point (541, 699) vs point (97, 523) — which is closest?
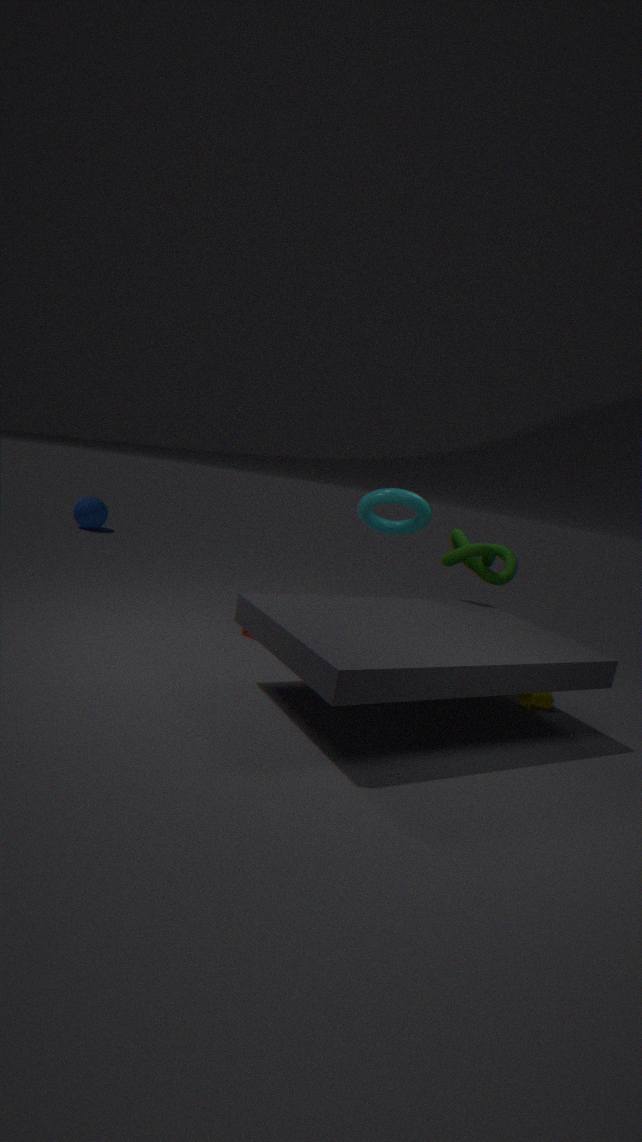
point (541, 699)
